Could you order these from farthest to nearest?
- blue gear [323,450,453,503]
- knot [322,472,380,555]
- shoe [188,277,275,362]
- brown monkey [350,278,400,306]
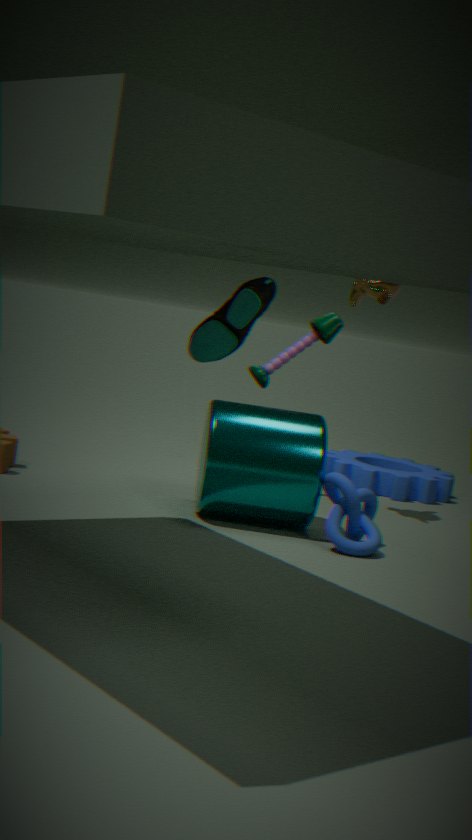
blue gear [323,450,453,503], brown monkey [350,278,400,306], knot [322,472,380,555], shoe [188,277,275,362]
